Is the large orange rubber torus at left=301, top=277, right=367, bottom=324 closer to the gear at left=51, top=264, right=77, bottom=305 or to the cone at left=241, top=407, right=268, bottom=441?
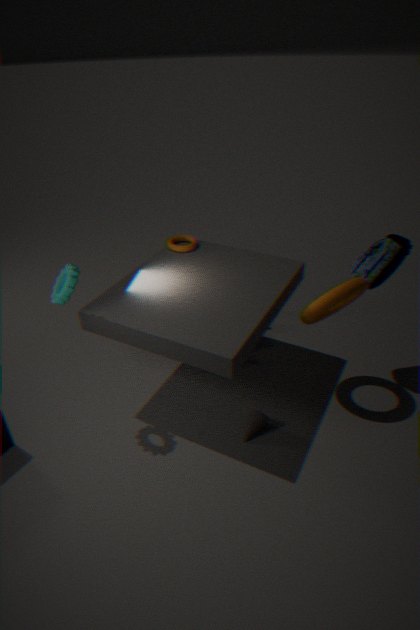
the cone at left=241, top=407, right=268, bottom=441
